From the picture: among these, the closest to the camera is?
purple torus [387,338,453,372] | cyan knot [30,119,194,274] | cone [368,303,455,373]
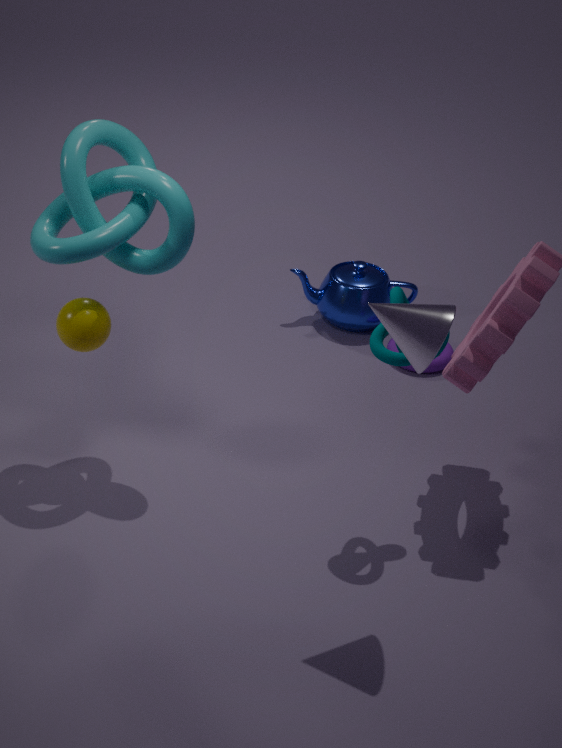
cone [368,303,455,373]
